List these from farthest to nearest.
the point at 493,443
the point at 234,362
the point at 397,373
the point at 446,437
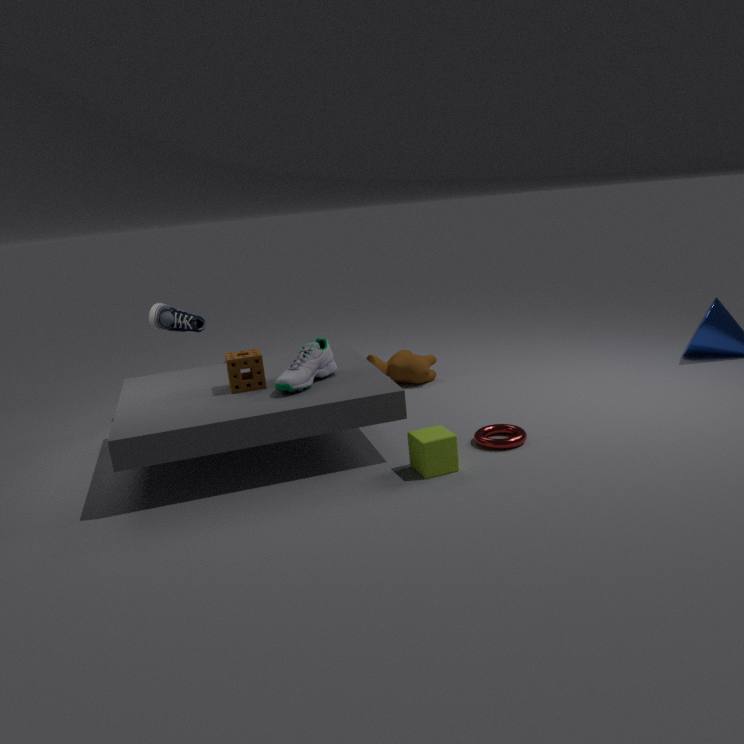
the point at 397,373
the point at 234,362
the point at 493,443
the point at 446,437
